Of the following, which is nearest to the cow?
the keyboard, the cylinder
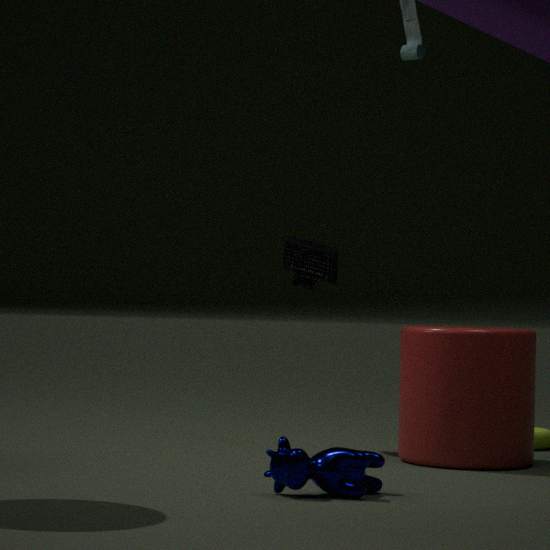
the cylinder
